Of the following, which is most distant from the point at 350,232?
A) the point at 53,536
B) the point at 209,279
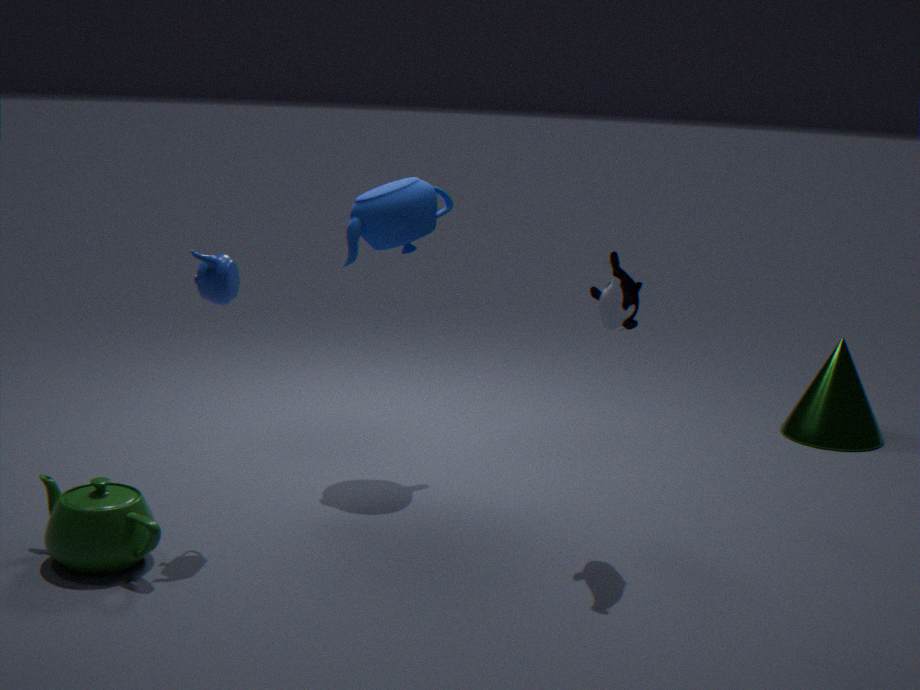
the point at 53,536
